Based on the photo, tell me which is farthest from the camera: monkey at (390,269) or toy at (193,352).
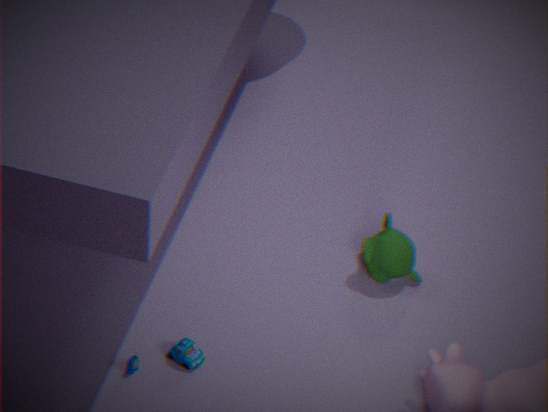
monkey at (390,269)
